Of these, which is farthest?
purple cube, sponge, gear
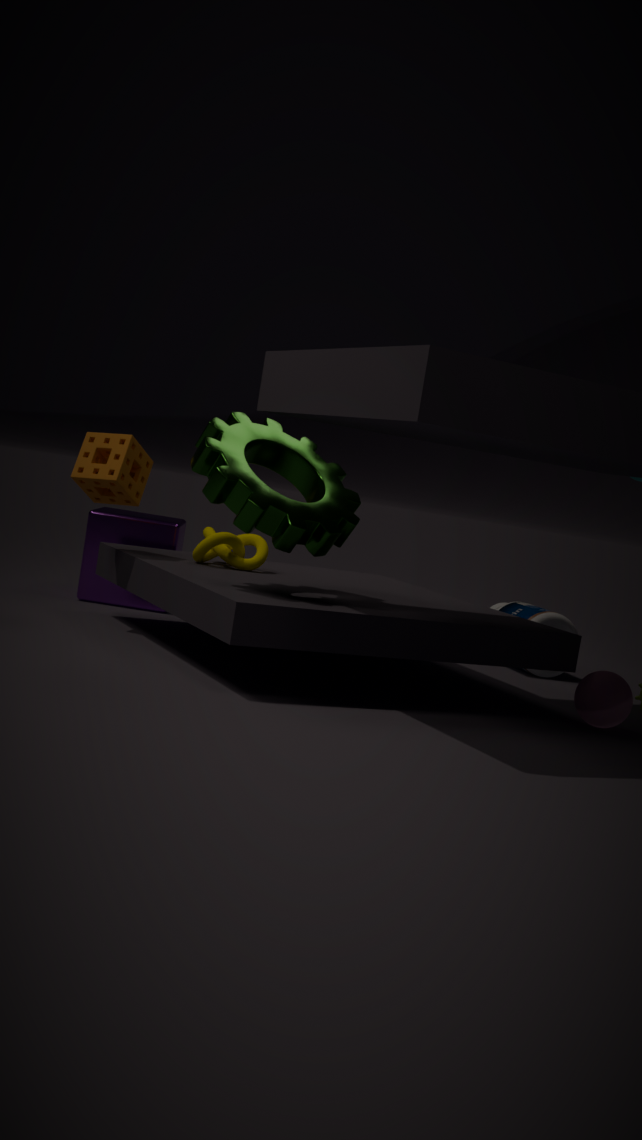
purple cube
